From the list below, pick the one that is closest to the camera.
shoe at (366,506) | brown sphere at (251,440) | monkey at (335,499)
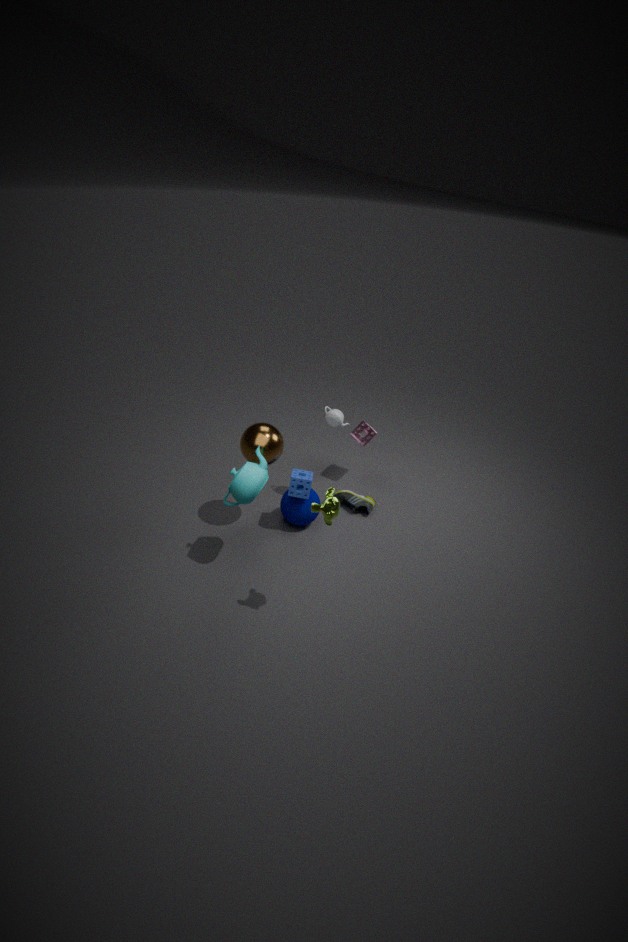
monkey at (335,499)
